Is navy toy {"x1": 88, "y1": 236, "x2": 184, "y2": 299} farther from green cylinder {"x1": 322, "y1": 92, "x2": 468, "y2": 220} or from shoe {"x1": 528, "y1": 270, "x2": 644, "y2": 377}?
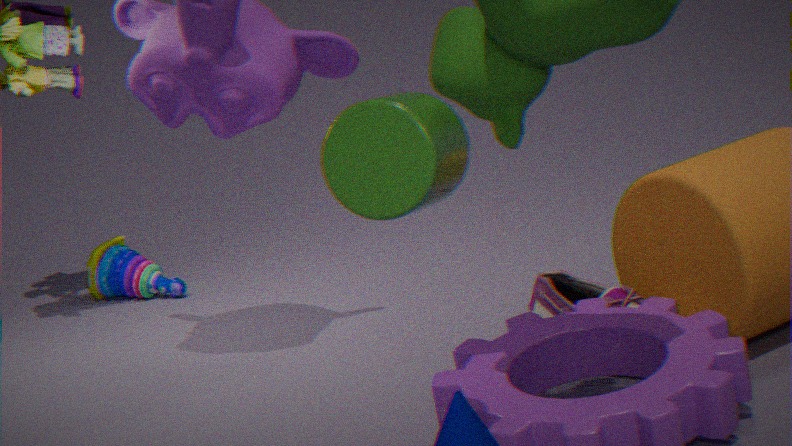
green cylinder {"x1": 322, "y1": 92, "x2": 468, "y2": 220}
